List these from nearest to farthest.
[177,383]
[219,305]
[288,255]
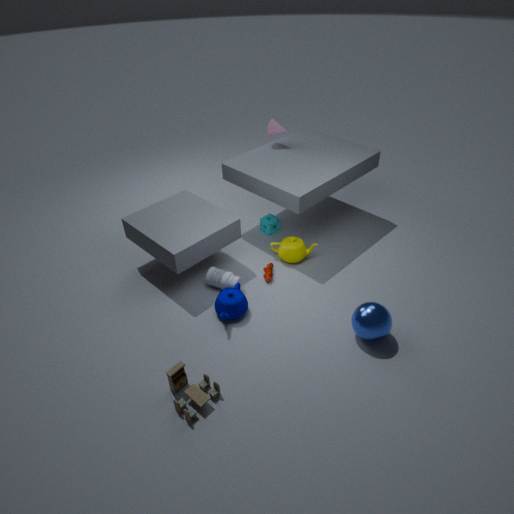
1. [177,383]
2. [219,305]
3. [288,255]
